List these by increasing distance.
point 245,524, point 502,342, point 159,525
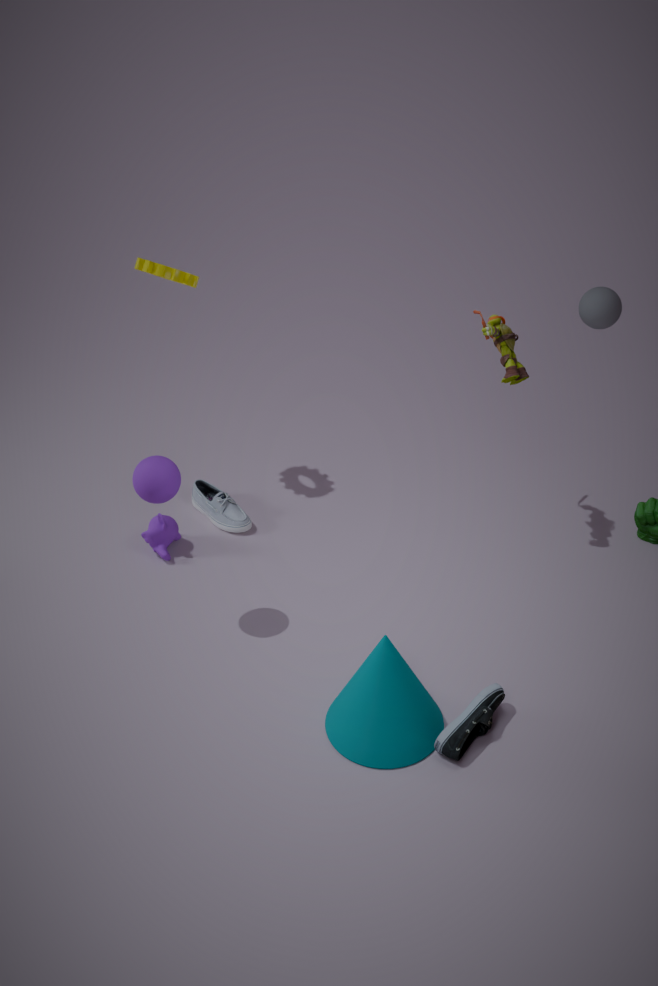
point 502,342
point 159,525
point 245,524
